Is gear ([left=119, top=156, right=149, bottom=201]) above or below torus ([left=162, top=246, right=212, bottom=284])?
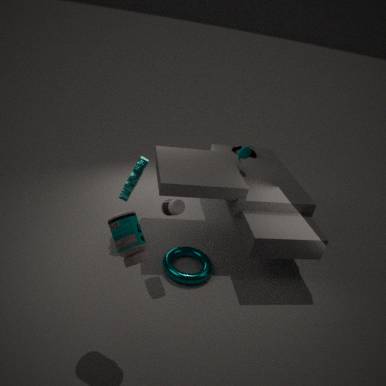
above
